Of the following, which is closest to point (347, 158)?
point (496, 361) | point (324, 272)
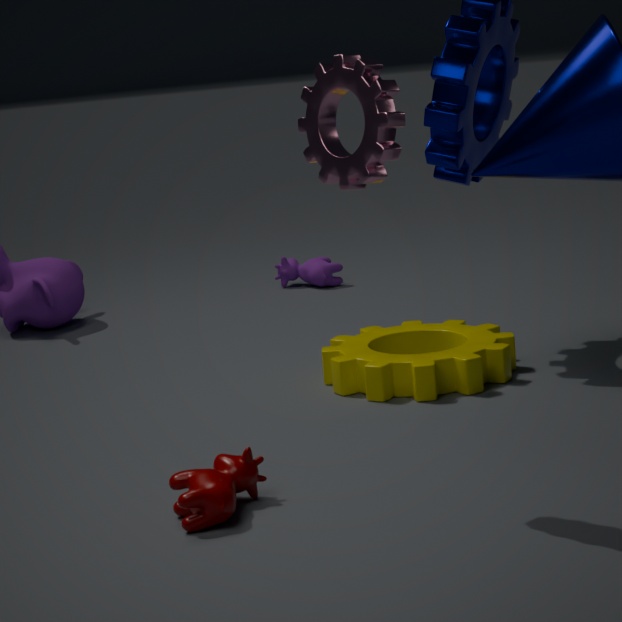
point (496, 361)
